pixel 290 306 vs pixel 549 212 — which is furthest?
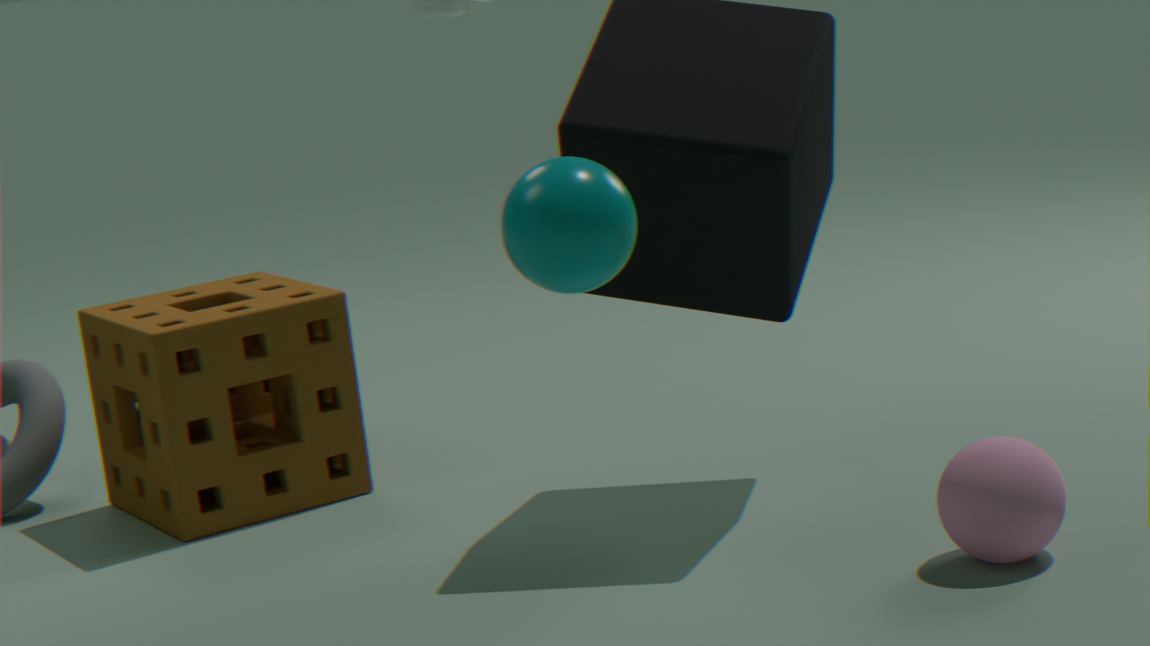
pixel 290 306
